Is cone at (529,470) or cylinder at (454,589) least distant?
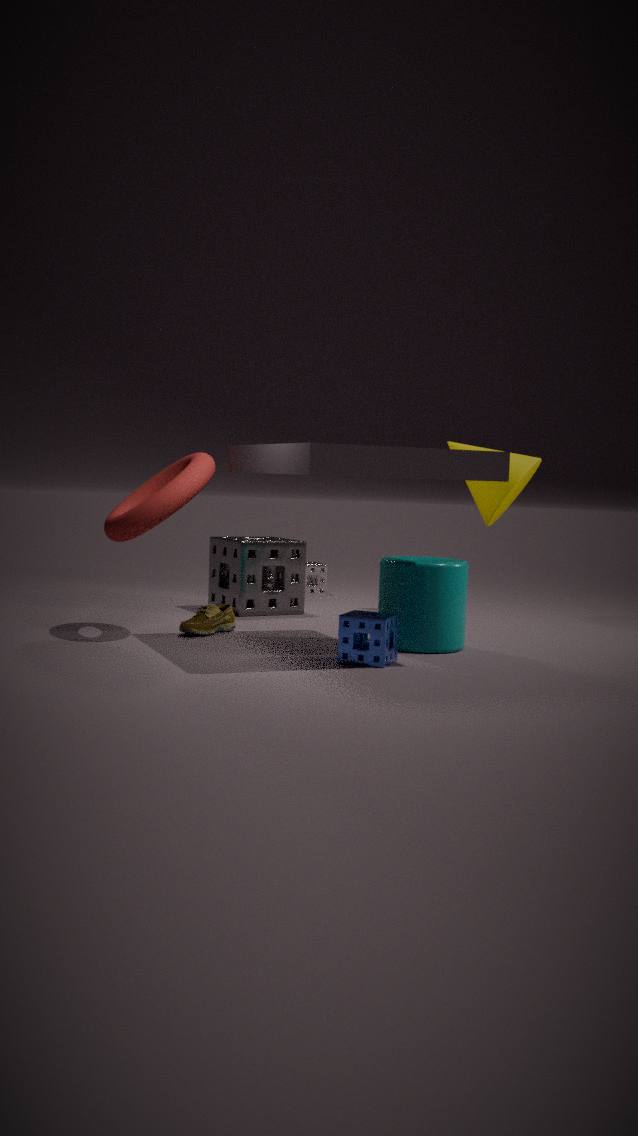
cylinder at (454,589)
